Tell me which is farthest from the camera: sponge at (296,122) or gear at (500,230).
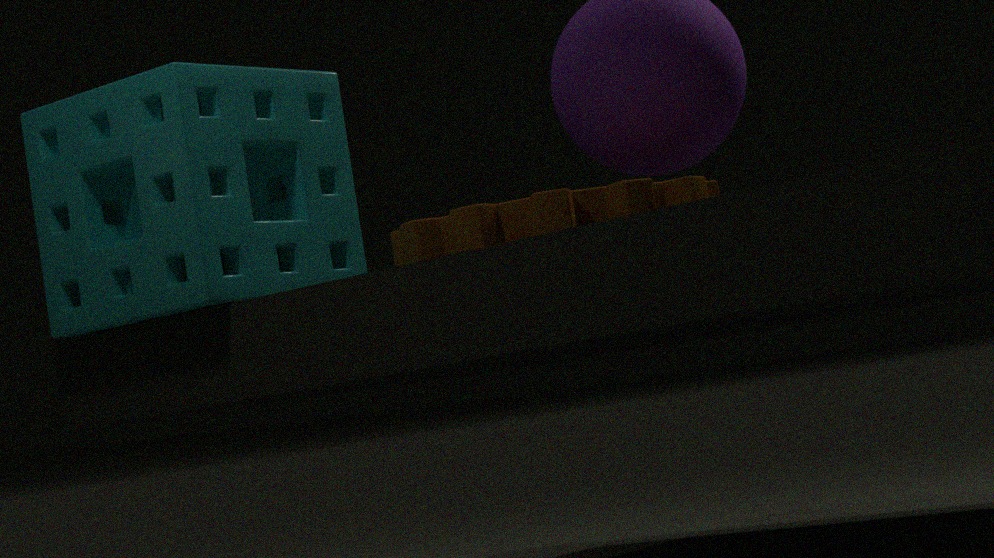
gear at (500,230)
